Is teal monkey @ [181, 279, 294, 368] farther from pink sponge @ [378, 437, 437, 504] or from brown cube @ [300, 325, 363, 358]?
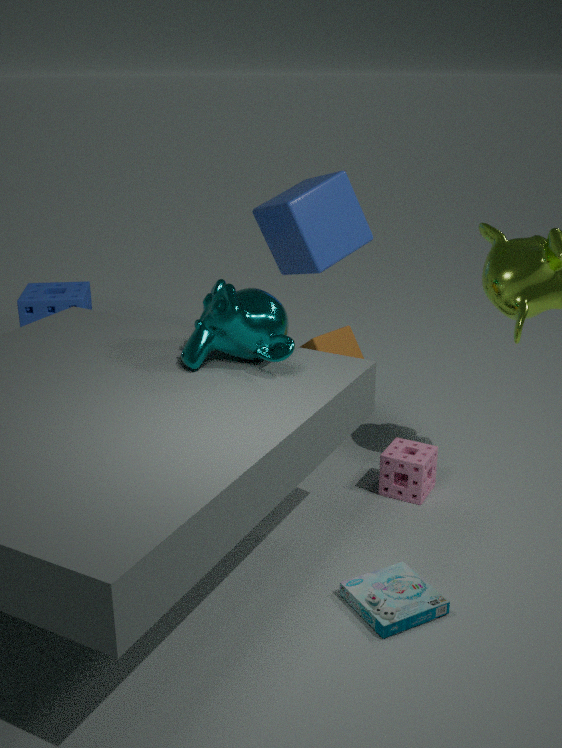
pink sponge @ [378, 437, 437, 504]
